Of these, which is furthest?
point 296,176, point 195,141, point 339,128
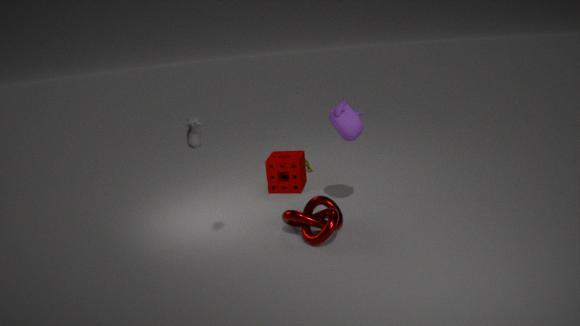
point 296,176
